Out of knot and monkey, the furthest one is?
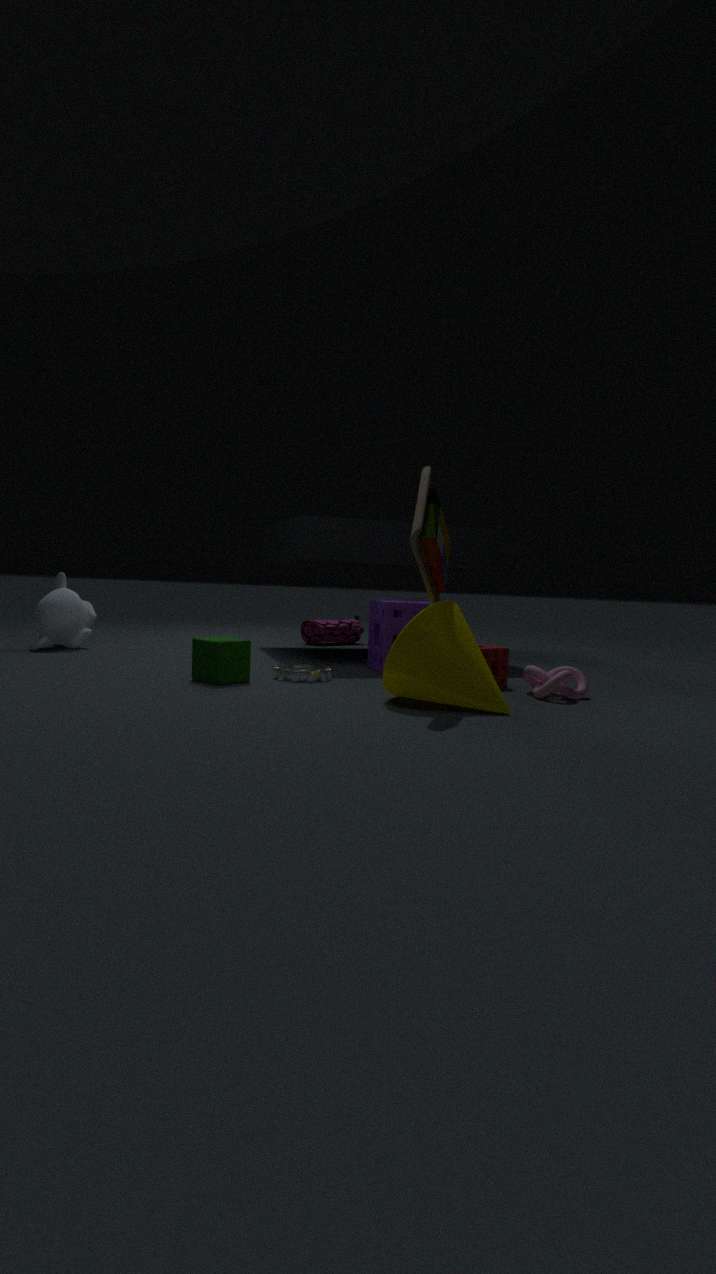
monkey
